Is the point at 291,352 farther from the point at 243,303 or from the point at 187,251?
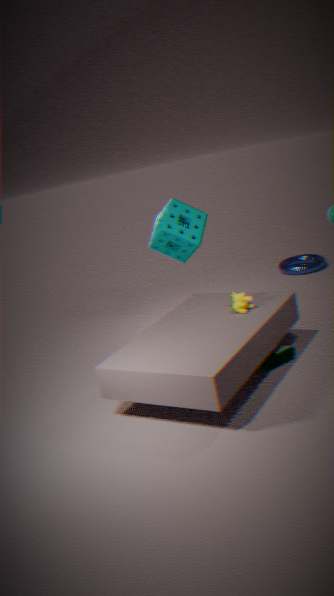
the point at 187,251
